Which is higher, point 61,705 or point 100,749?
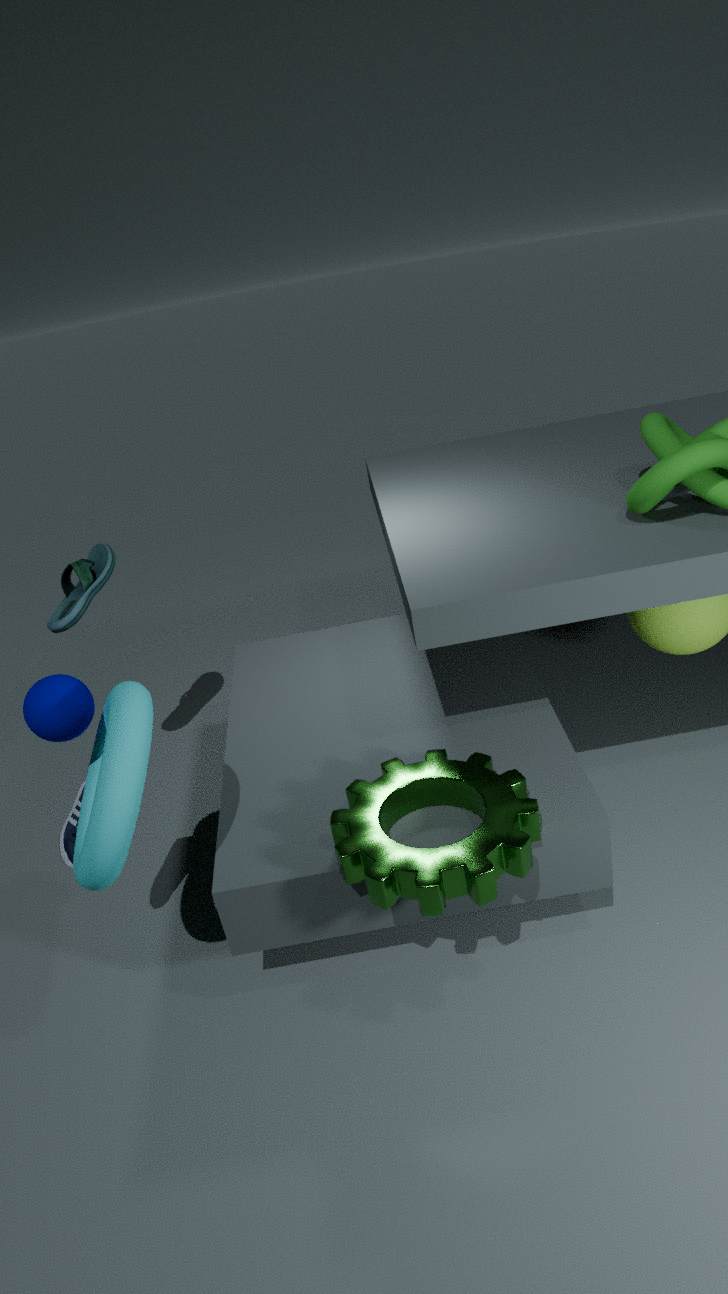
point 61,705
